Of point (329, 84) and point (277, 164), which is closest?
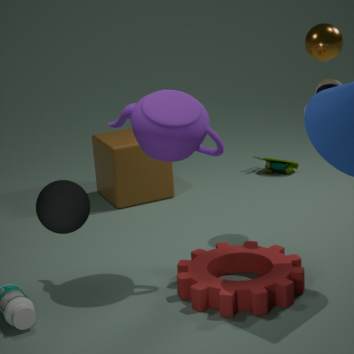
point (329, 84)
